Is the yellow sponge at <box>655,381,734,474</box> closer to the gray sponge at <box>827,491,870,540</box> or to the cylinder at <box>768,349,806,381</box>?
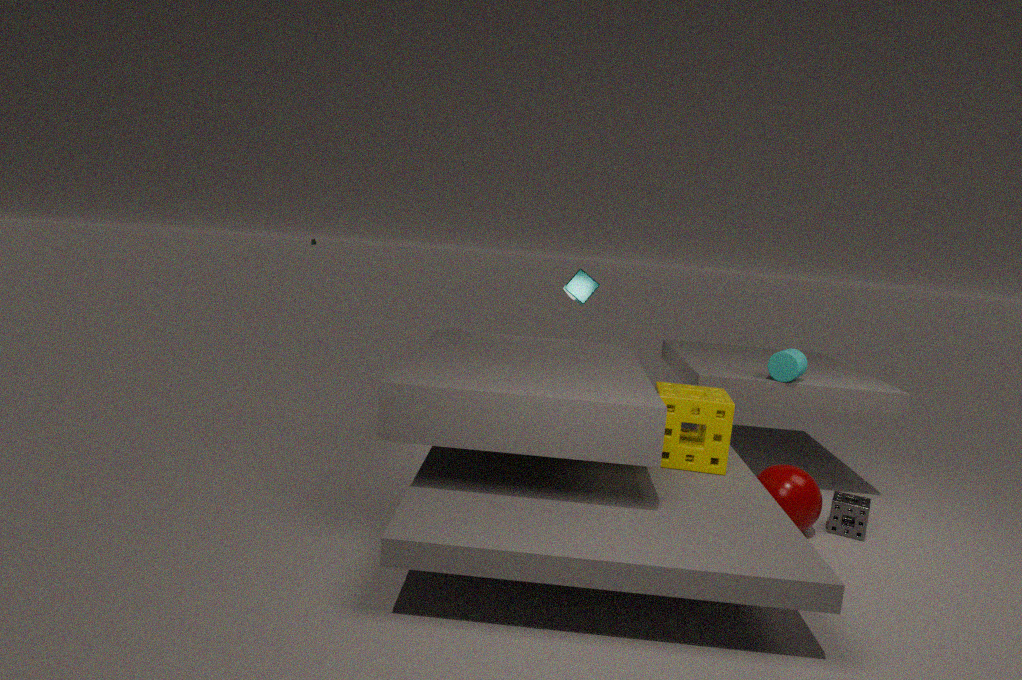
the cylinder at <box>768,349,806,381</box>
